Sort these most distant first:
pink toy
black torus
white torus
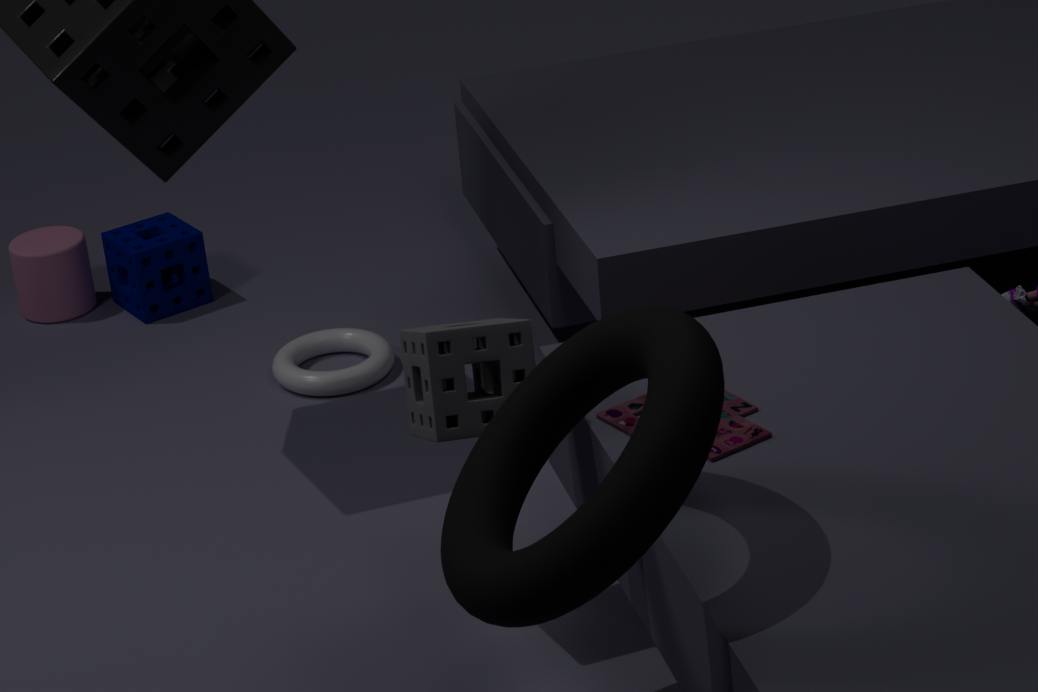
white torus
pink toy
black torus
